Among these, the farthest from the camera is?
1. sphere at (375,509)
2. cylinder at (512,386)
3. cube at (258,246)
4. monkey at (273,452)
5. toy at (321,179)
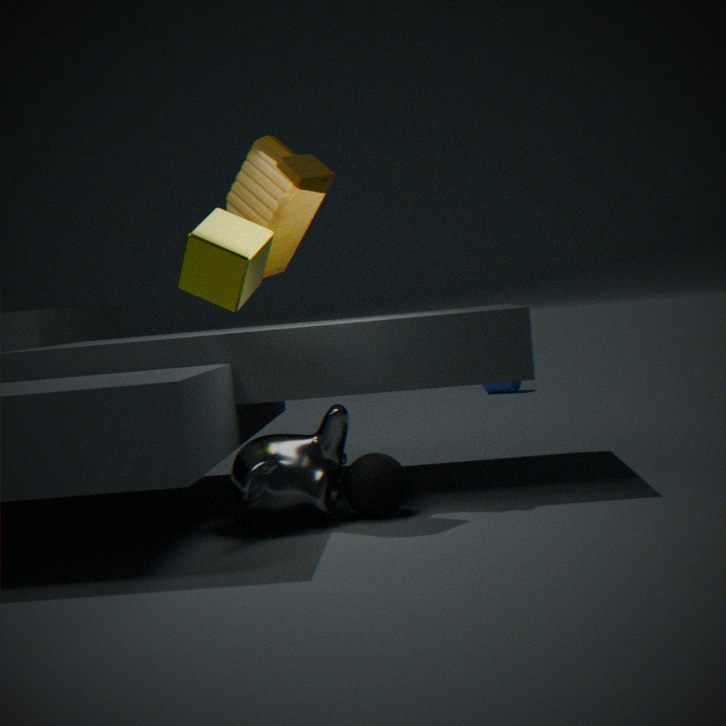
cylinder at (512,386)
